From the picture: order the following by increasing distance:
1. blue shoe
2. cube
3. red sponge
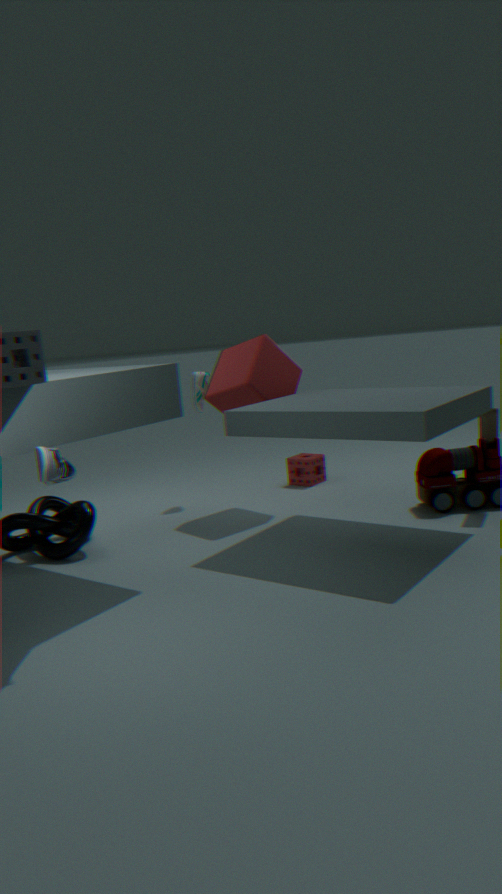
blue shoe
cube
red sponge
